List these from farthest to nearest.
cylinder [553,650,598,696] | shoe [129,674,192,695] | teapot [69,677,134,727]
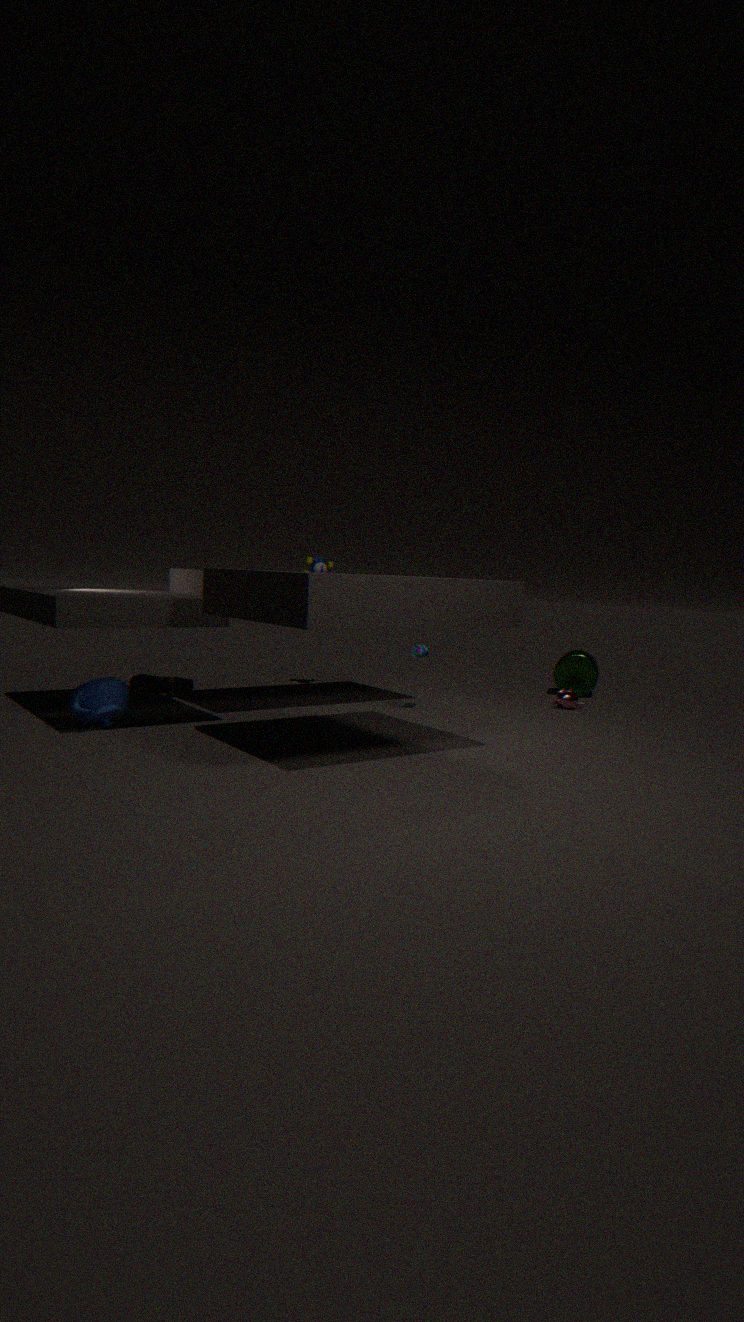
cylinder [553,650,598,696]
shoe [129,674,192,695]
teapot [69,677,134,727]
